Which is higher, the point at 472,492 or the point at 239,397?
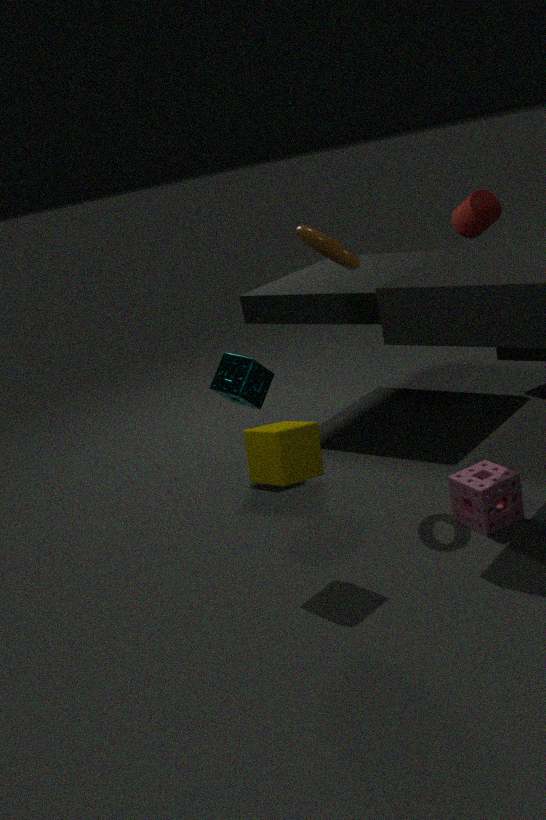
the point at 239,397
